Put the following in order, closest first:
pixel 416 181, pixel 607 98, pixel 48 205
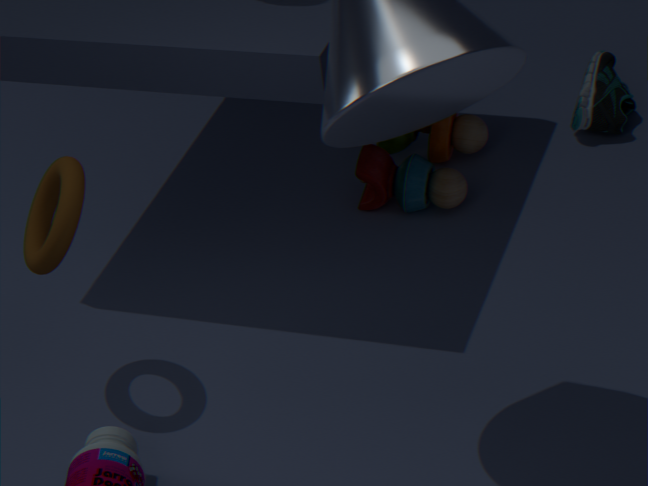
pixel 48 205 < pixel 416 181 < pixel 607 98
